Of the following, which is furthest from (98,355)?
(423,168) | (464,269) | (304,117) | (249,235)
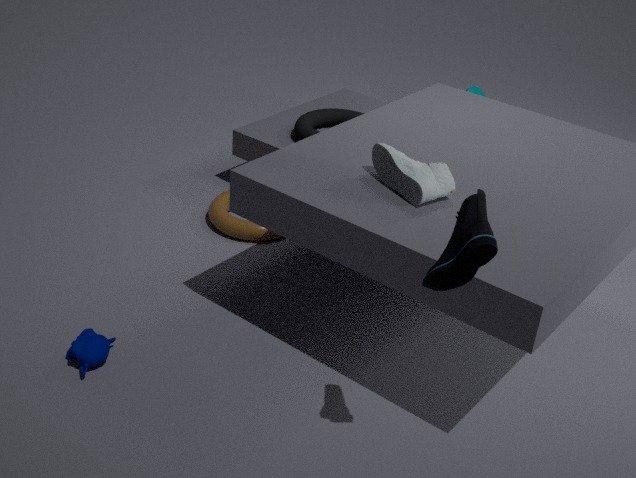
(304,117)
